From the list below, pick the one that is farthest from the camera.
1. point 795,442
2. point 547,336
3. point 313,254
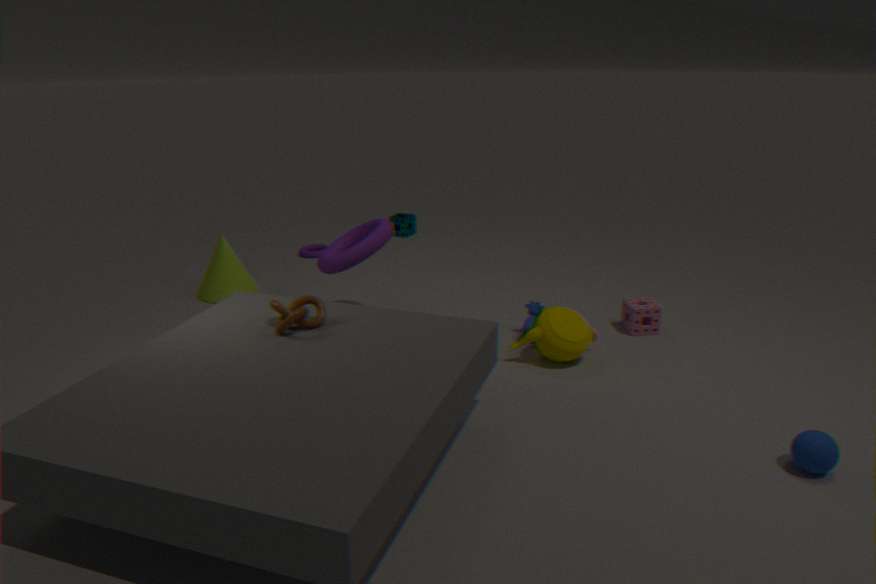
point 313,254
